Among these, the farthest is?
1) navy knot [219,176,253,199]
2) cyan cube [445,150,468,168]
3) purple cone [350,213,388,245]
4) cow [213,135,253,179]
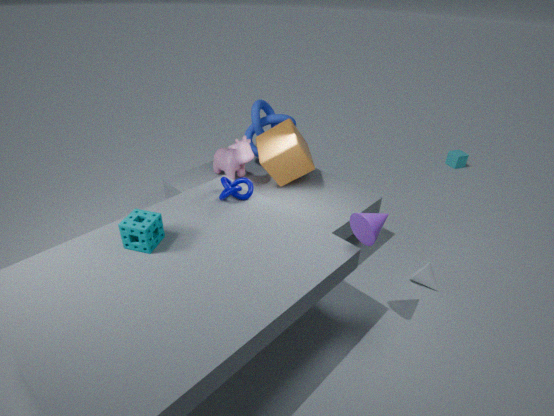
2. cyan cube [445,150,468,168]
